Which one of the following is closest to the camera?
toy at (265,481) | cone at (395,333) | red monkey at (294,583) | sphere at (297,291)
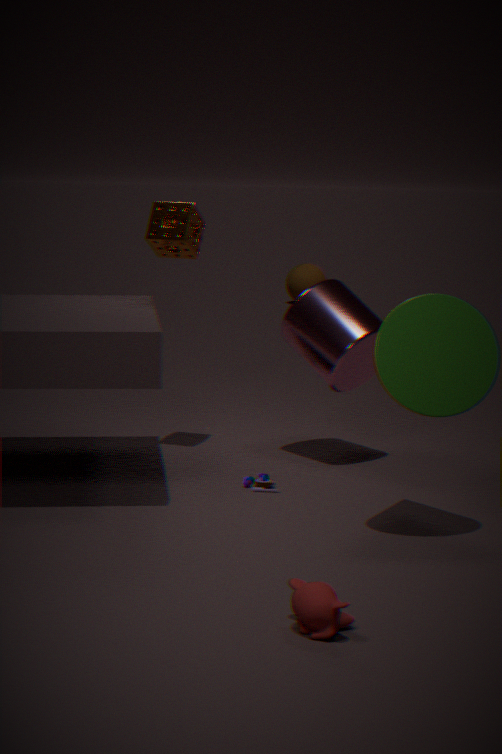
red monkey at (294,583)
